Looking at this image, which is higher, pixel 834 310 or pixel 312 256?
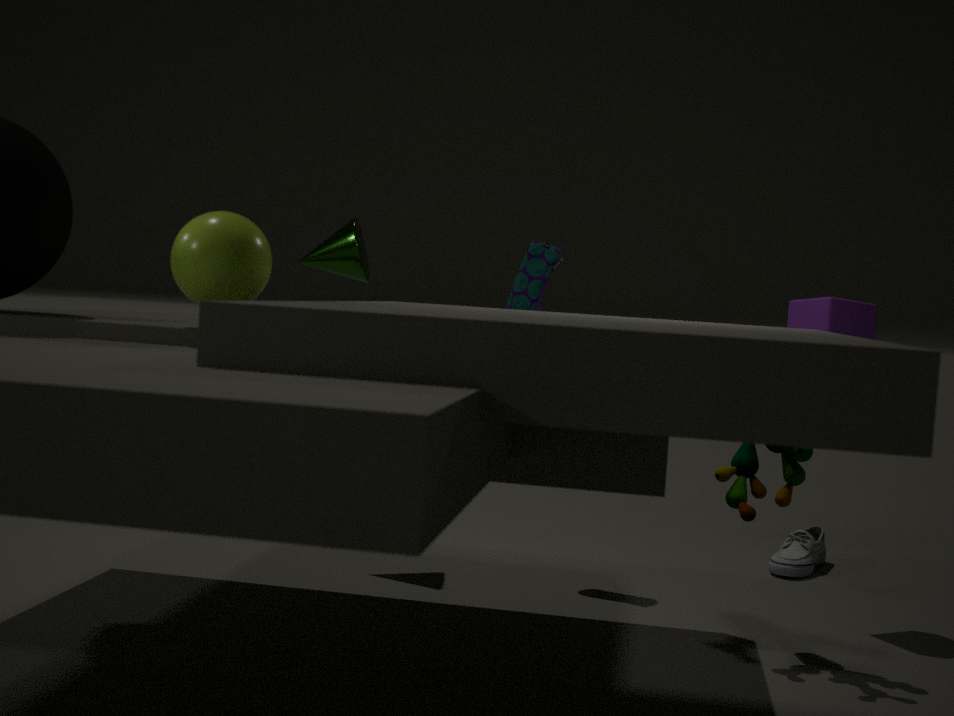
pixel 312 256
